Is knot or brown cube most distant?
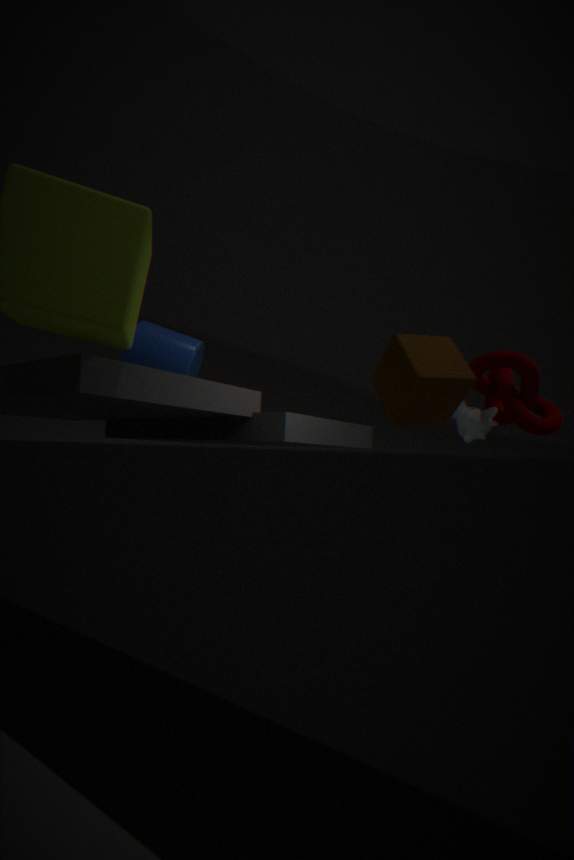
knot
